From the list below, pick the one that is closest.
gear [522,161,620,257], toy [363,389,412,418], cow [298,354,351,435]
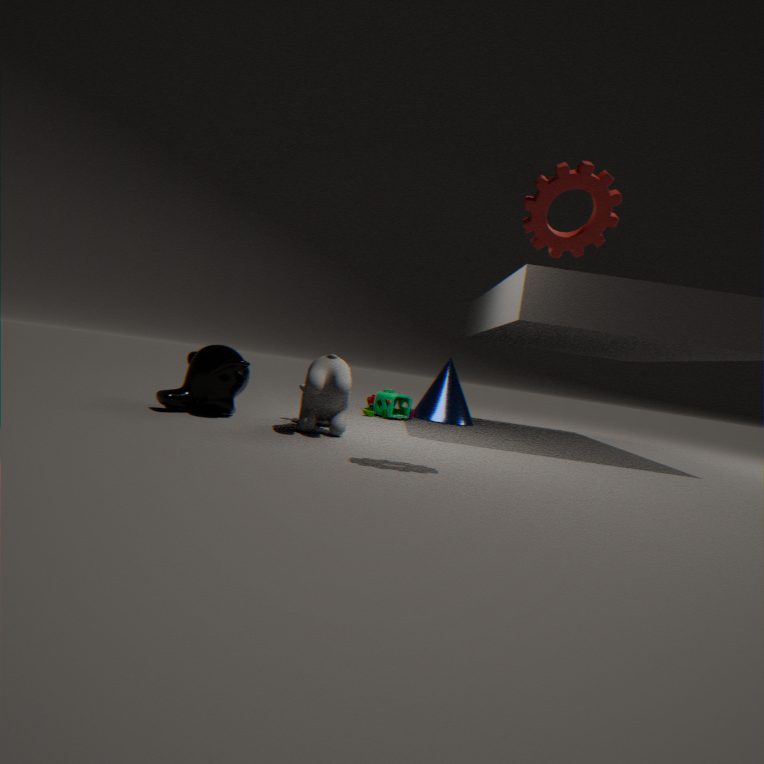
gear [522,161,620,257]
